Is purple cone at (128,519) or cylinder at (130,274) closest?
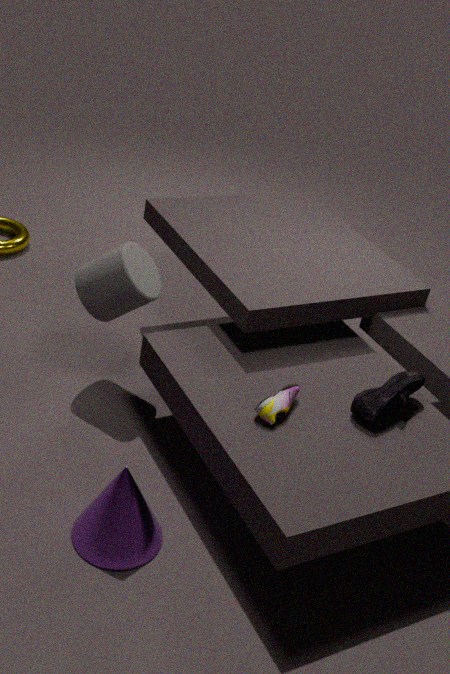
purple cone at (128,519)
